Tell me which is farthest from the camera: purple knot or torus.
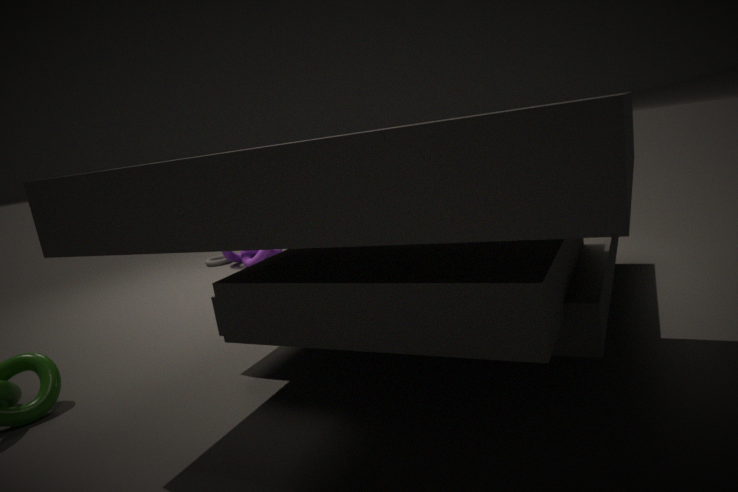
torus
